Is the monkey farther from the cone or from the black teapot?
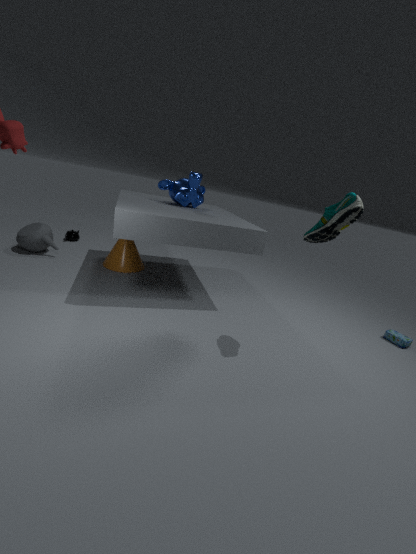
the black teapot
